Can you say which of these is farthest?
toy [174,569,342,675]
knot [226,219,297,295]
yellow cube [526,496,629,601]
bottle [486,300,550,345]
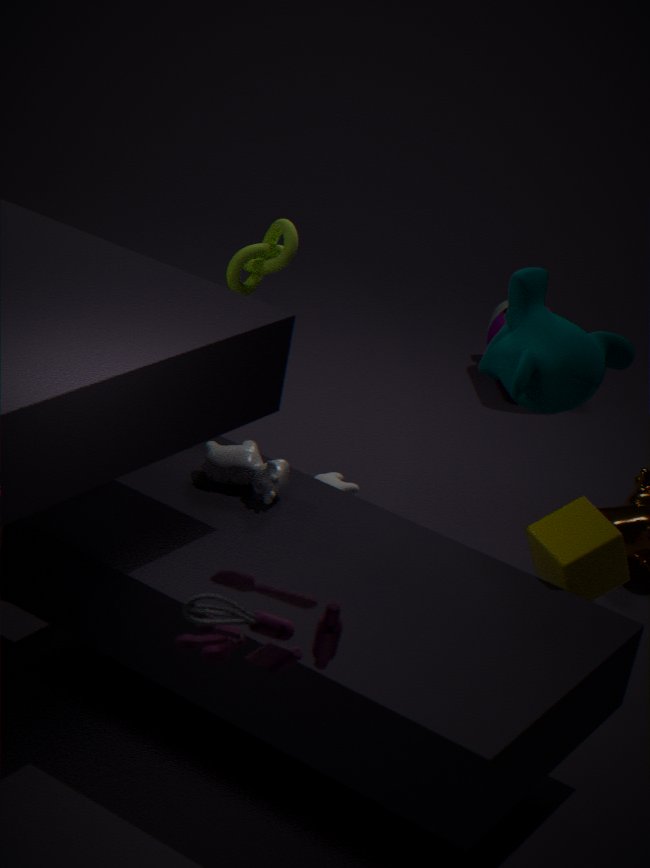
bottle [486,300,550,345]
